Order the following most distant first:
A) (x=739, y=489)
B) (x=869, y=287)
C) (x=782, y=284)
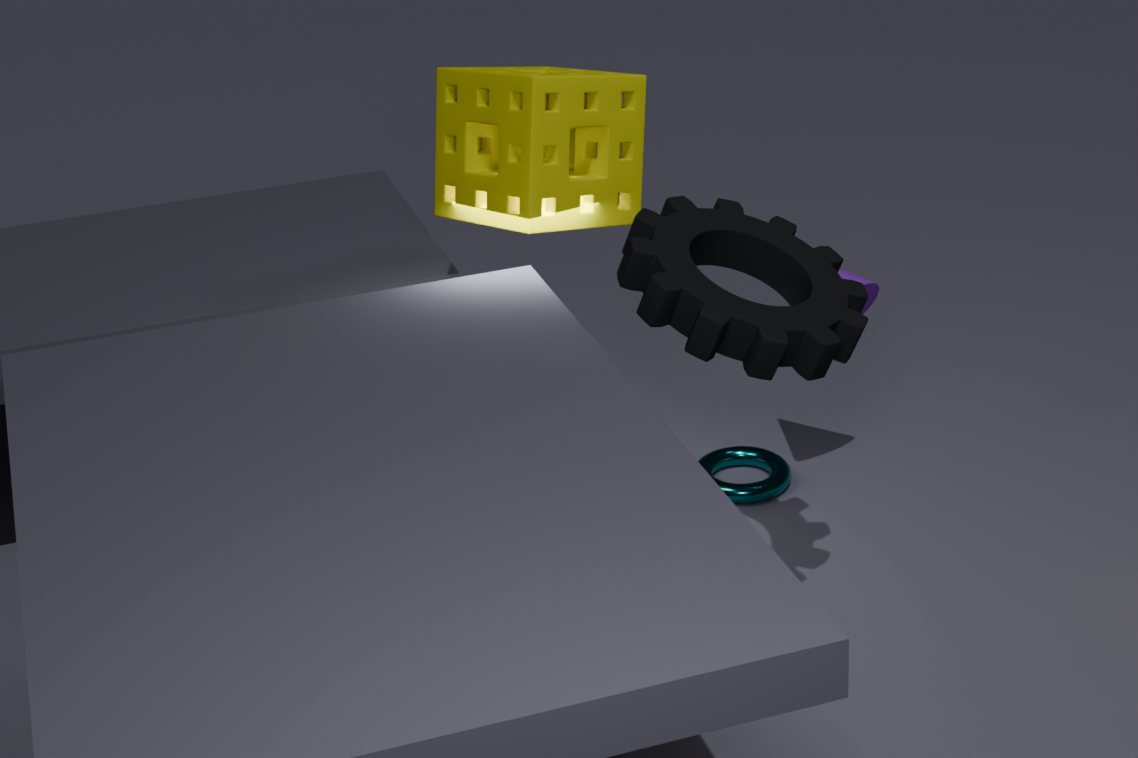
A. (x=739, y=489)
B. (x=869, y=287)
C. (x=782, y=284)
